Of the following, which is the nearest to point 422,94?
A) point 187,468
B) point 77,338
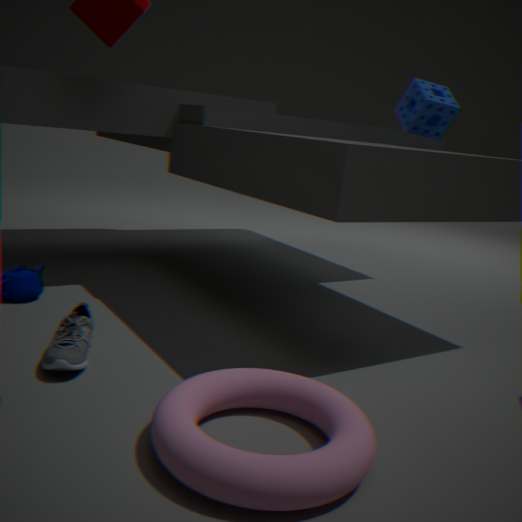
point 187,468
